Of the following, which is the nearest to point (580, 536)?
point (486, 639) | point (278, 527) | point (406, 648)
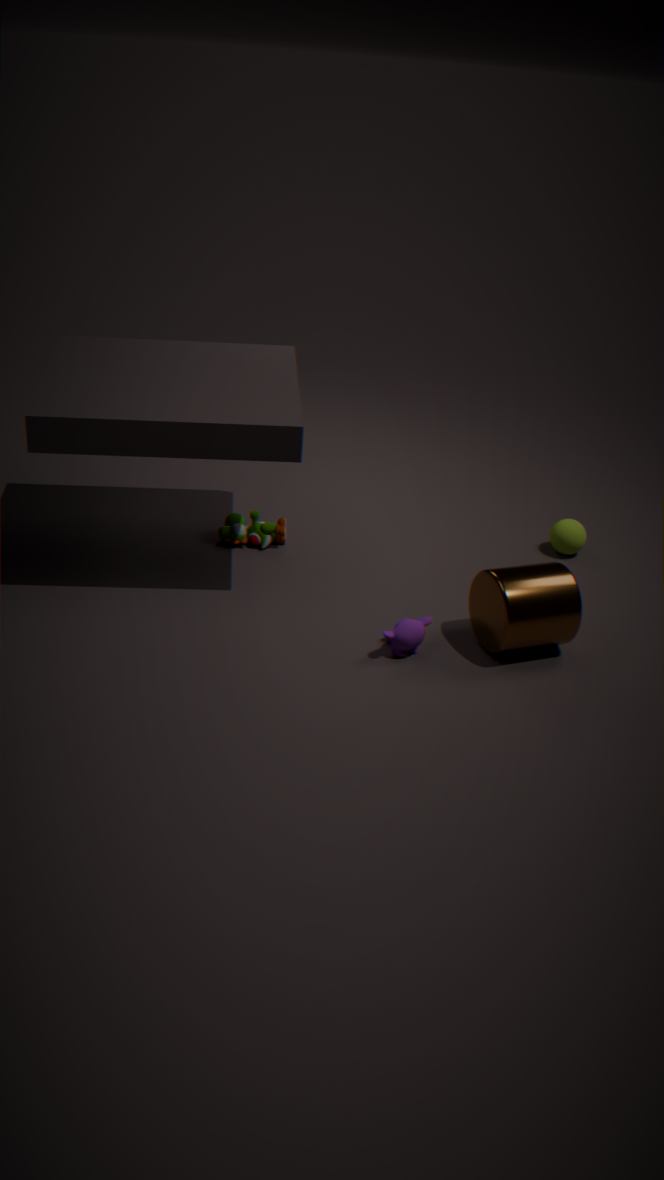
point (486, 639)
